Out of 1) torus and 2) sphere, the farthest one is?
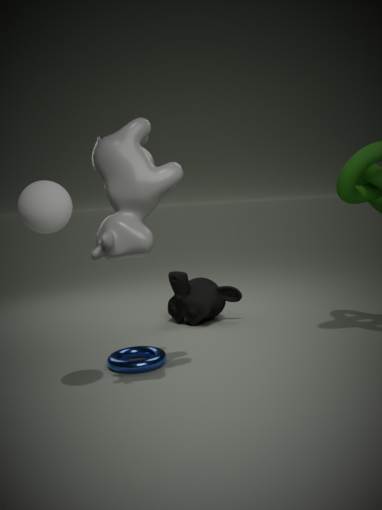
1. torus
